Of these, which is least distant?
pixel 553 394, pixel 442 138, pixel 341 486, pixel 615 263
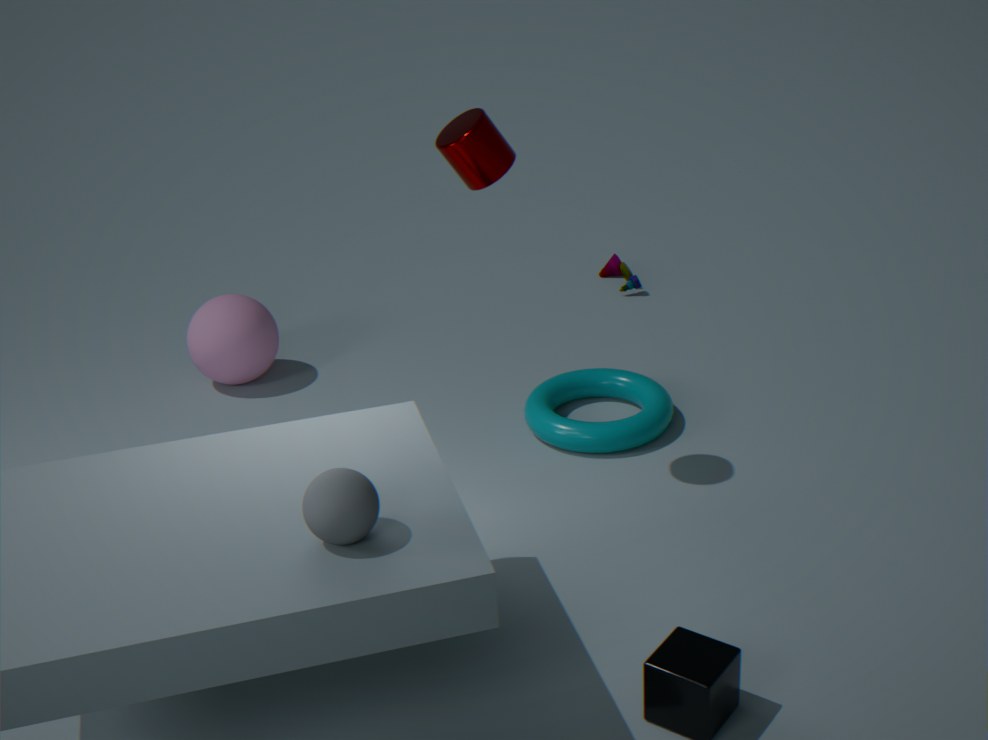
pixel 341 486
